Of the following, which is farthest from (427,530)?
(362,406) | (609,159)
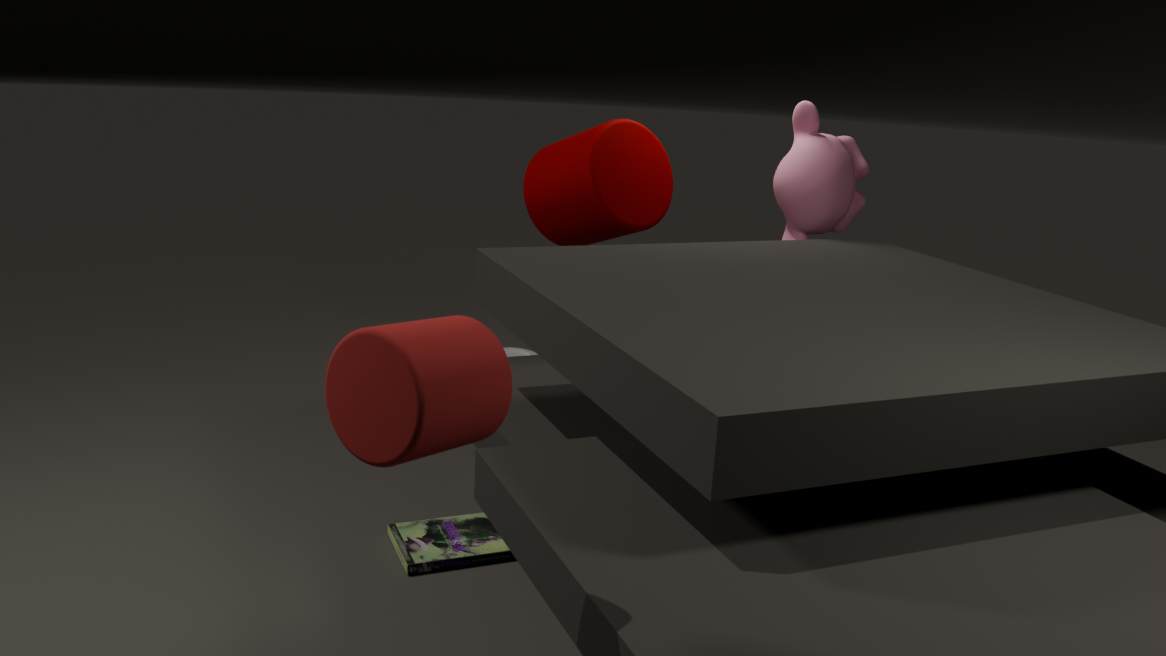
(362,406)
